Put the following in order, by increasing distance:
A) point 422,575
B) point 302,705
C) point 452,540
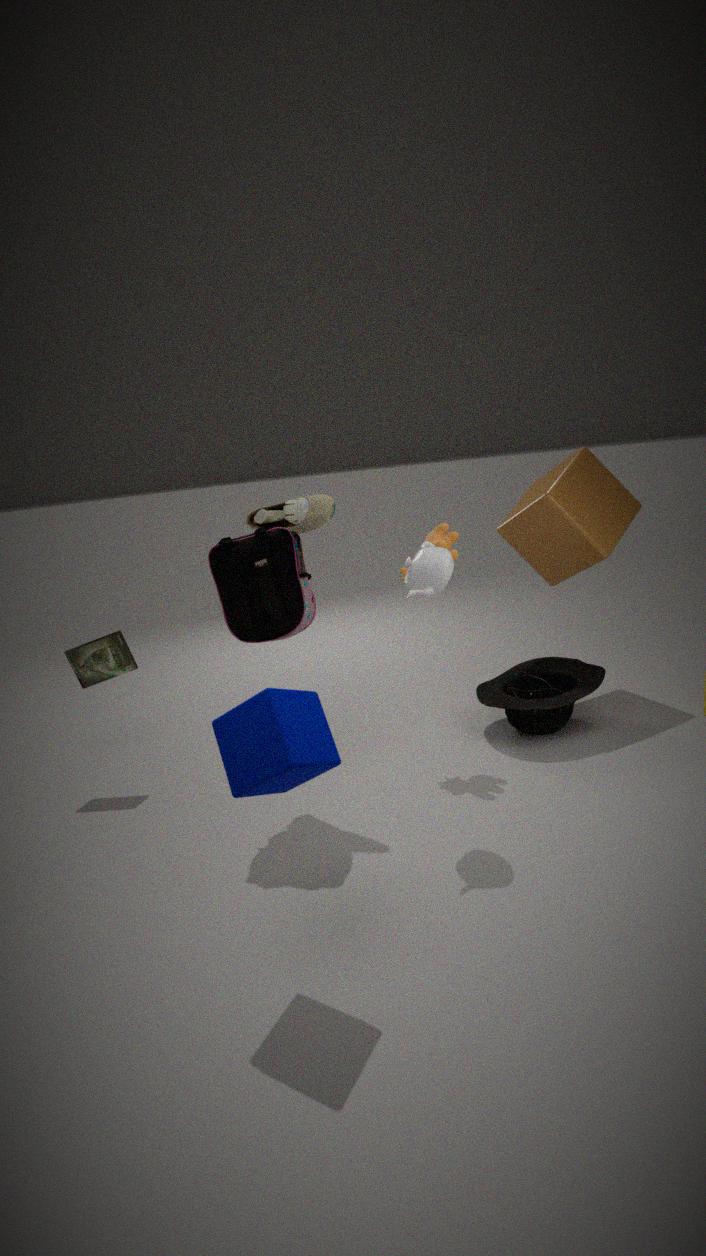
point 302,705 < point 422,575 < point 452,540
